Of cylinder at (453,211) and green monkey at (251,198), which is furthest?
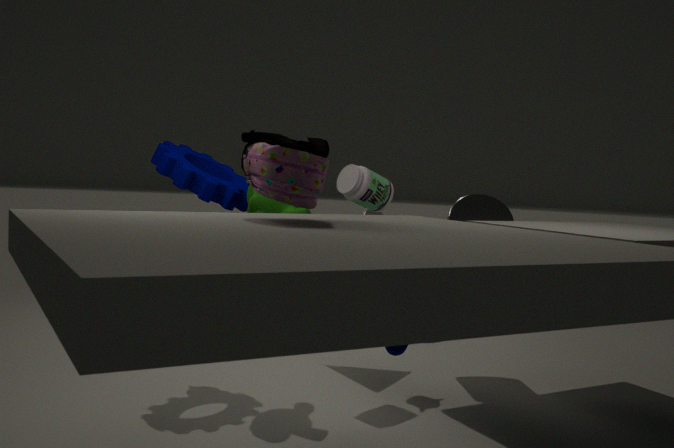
cylinder at (453,211)
